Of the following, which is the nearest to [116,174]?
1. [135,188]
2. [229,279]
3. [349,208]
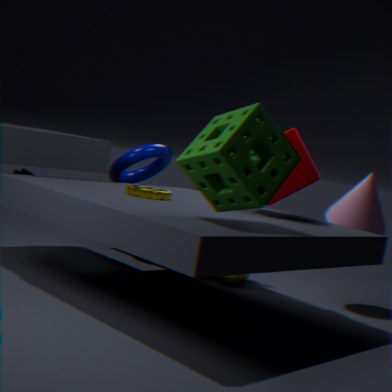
[229,279]
